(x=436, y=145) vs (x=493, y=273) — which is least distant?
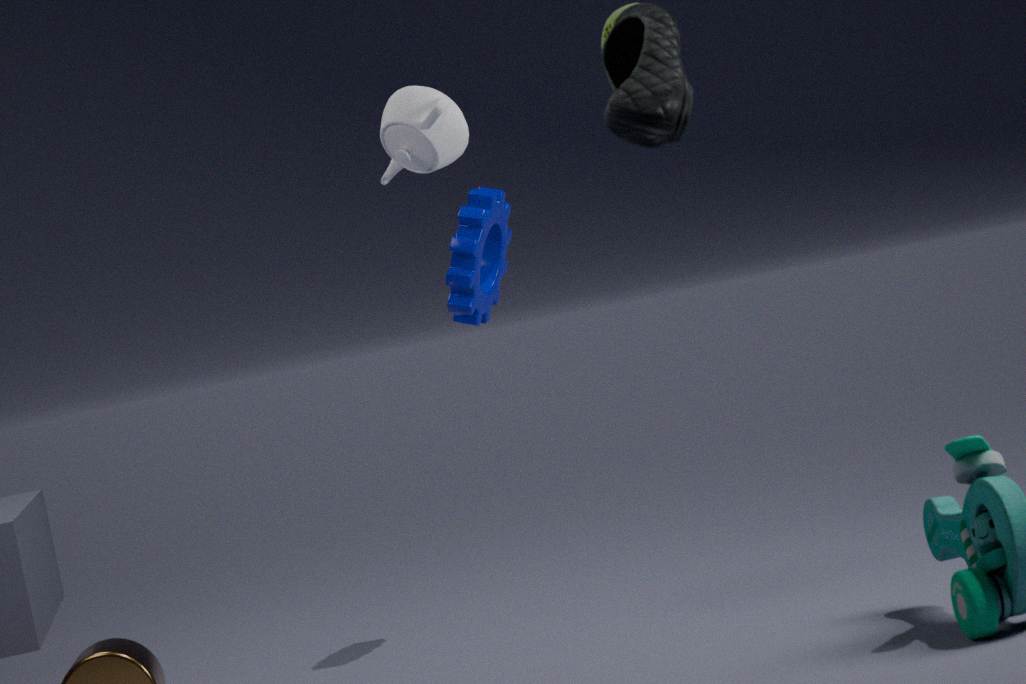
(x=436, y=145)
